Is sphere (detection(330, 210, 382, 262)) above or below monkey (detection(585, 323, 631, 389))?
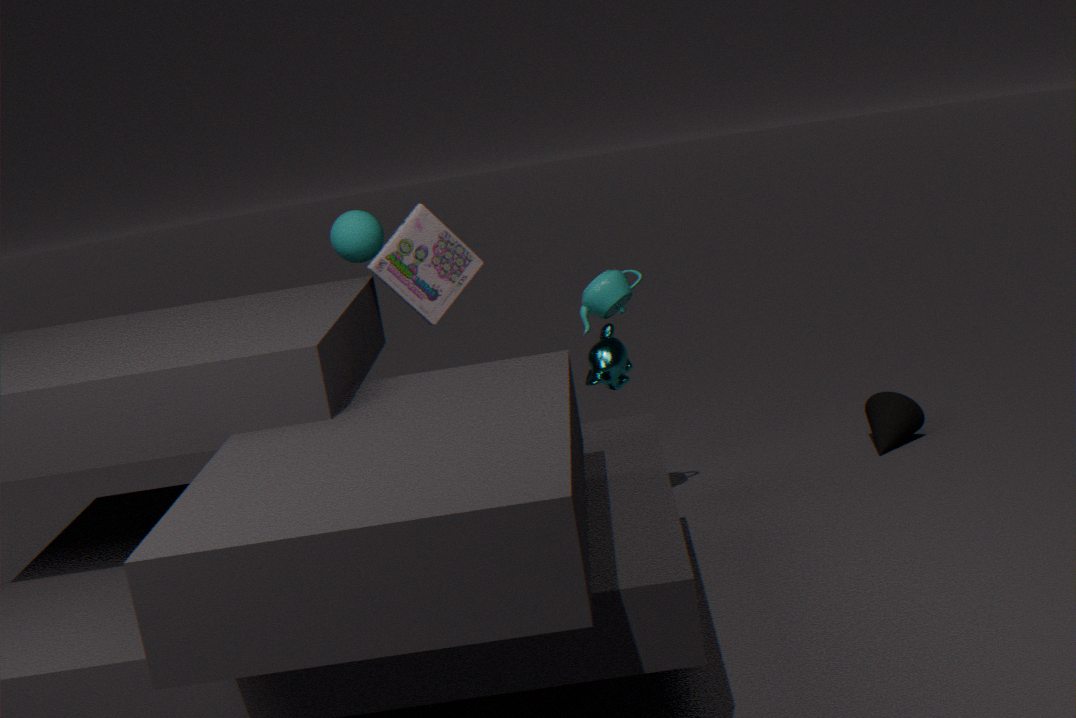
above
